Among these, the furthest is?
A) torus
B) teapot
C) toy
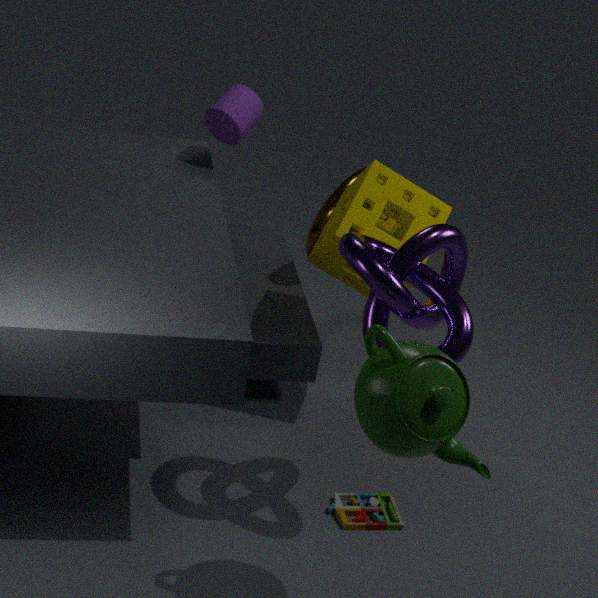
torus
